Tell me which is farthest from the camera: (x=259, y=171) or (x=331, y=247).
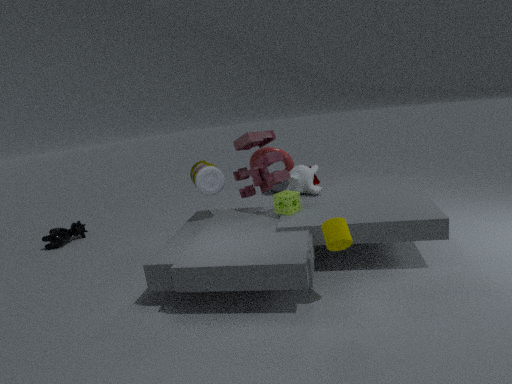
(x=259, y=171)
